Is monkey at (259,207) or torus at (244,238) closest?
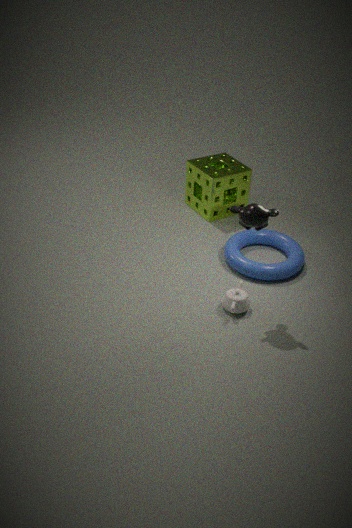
monkey at (259,207)
